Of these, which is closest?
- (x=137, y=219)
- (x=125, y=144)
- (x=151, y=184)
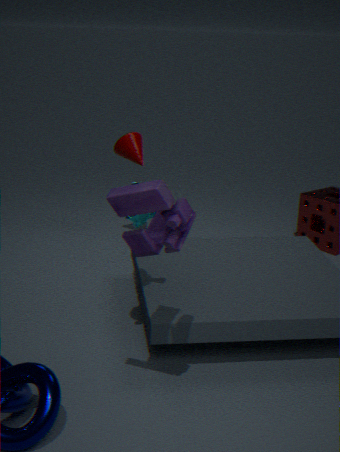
(x=151, y=184)
